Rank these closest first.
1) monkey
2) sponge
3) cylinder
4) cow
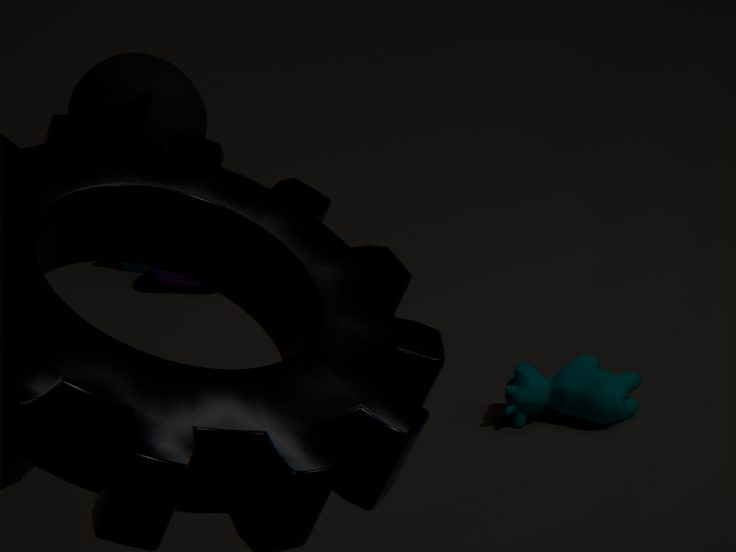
1. monkey, 4. cow, 3. cylinder, 2. sponge
